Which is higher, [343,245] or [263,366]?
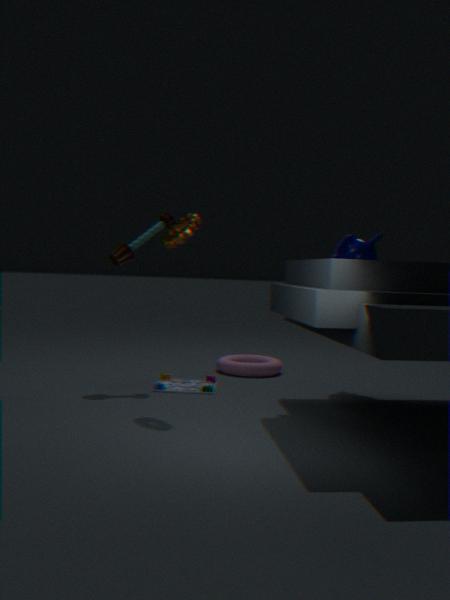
[343,245]
